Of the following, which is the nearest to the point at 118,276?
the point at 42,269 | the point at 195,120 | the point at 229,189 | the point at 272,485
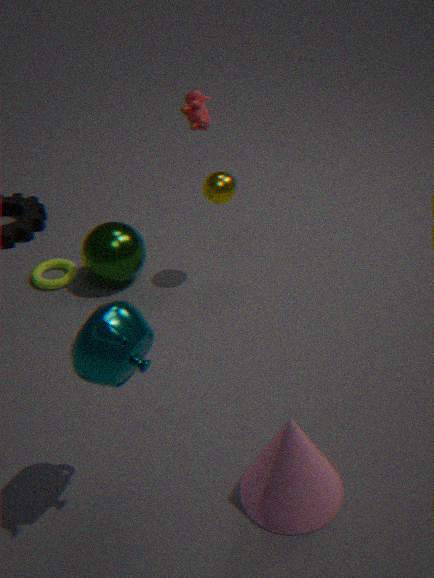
the point at 42,269
